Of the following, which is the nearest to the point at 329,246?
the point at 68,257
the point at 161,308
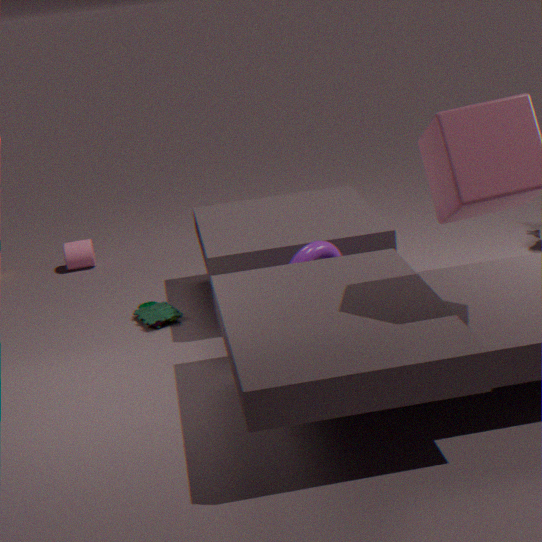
the point at 161,308
